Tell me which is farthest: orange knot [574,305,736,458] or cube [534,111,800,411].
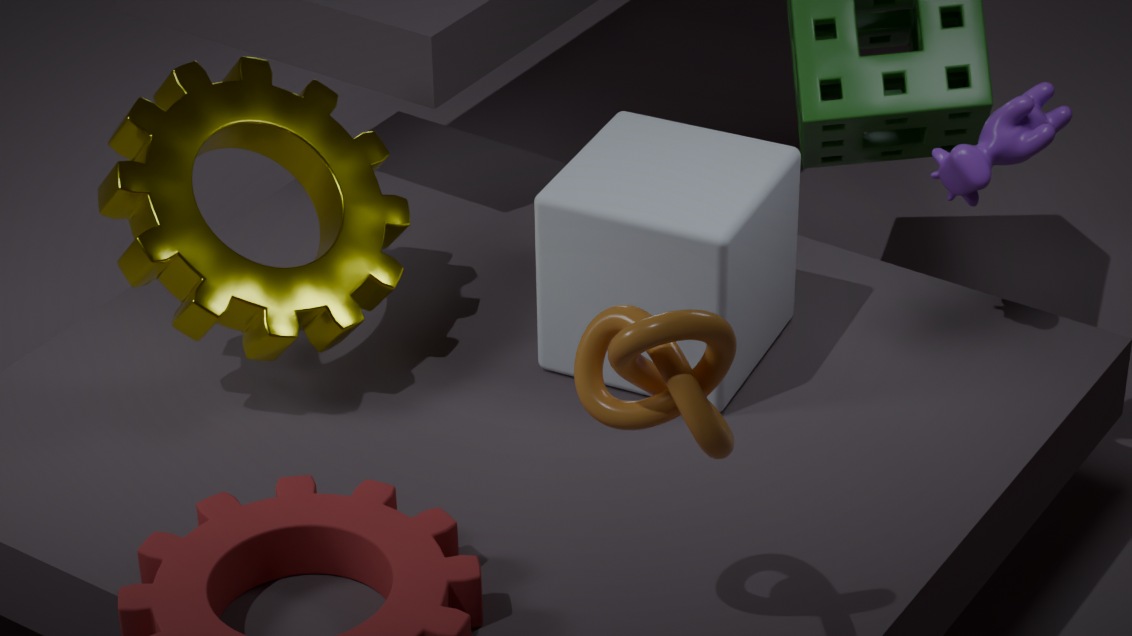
cube [534,111,800,411]
